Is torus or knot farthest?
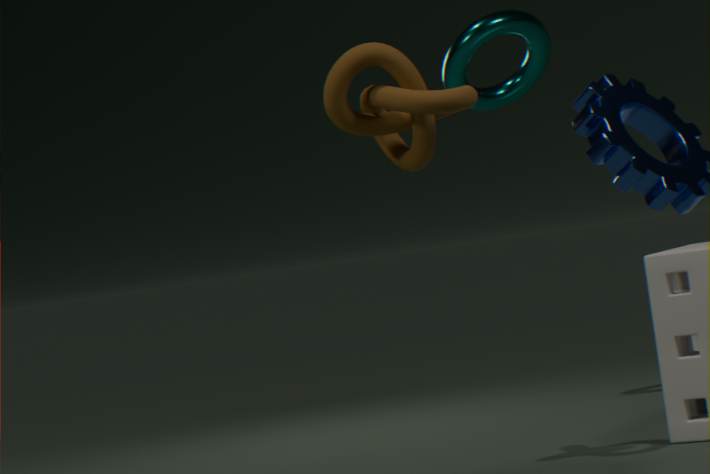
torus
